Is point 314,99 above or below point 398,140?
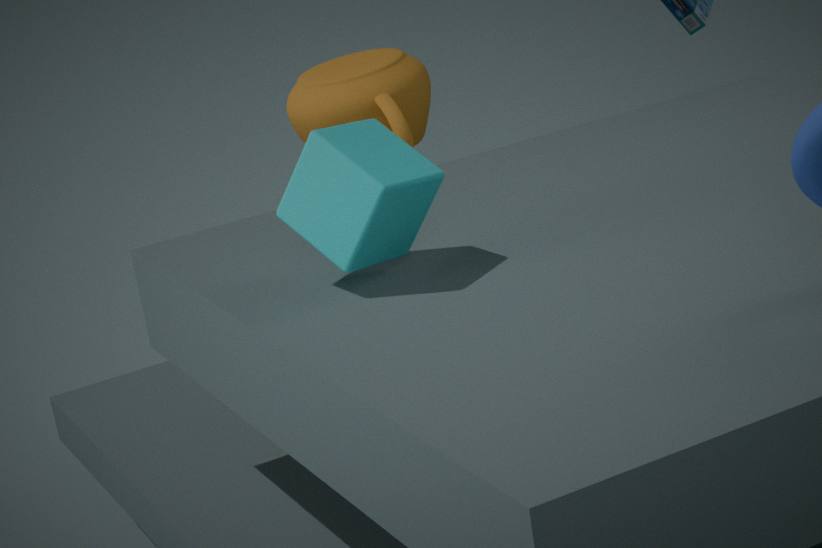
below
